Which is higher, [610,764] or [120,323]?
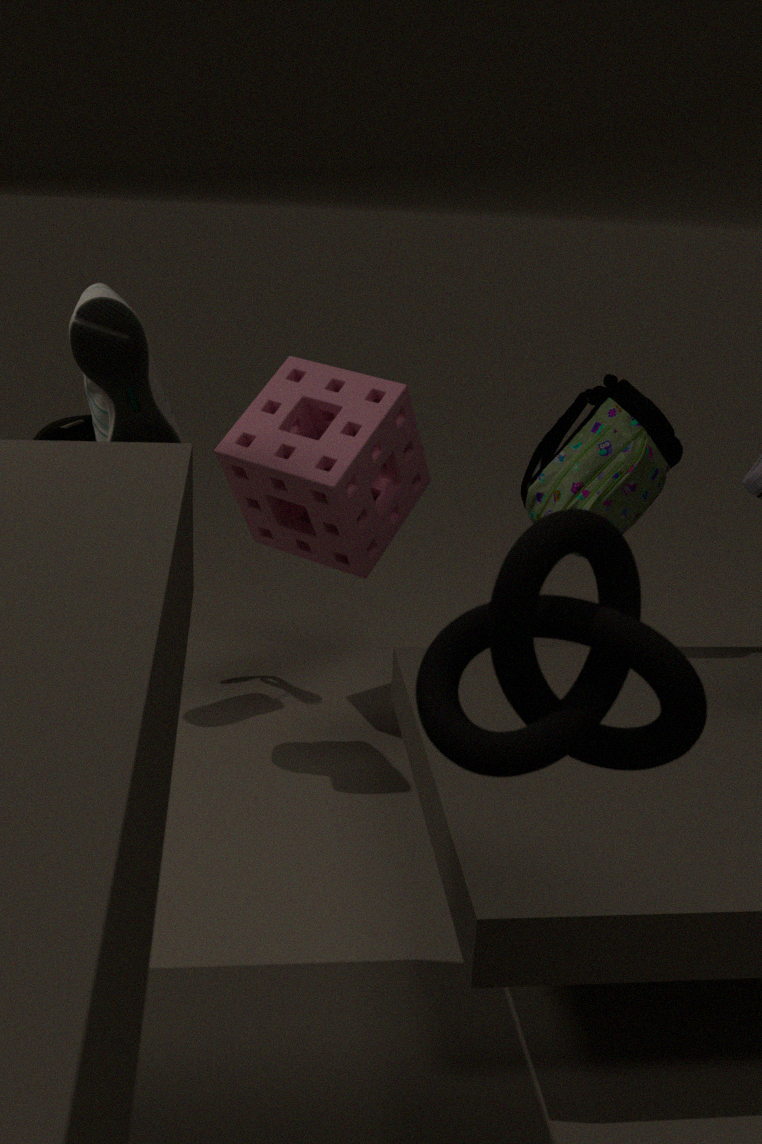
[610,764]
